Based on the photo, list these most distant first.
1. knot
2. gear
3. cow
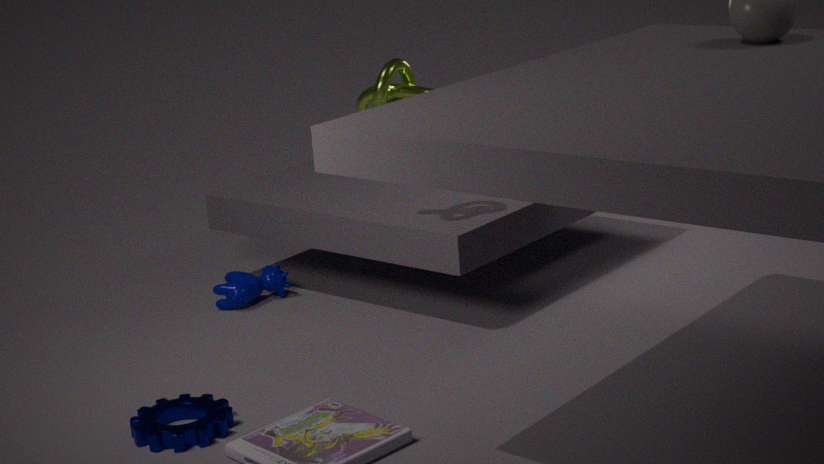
1. cow
2. knot
3. gear
